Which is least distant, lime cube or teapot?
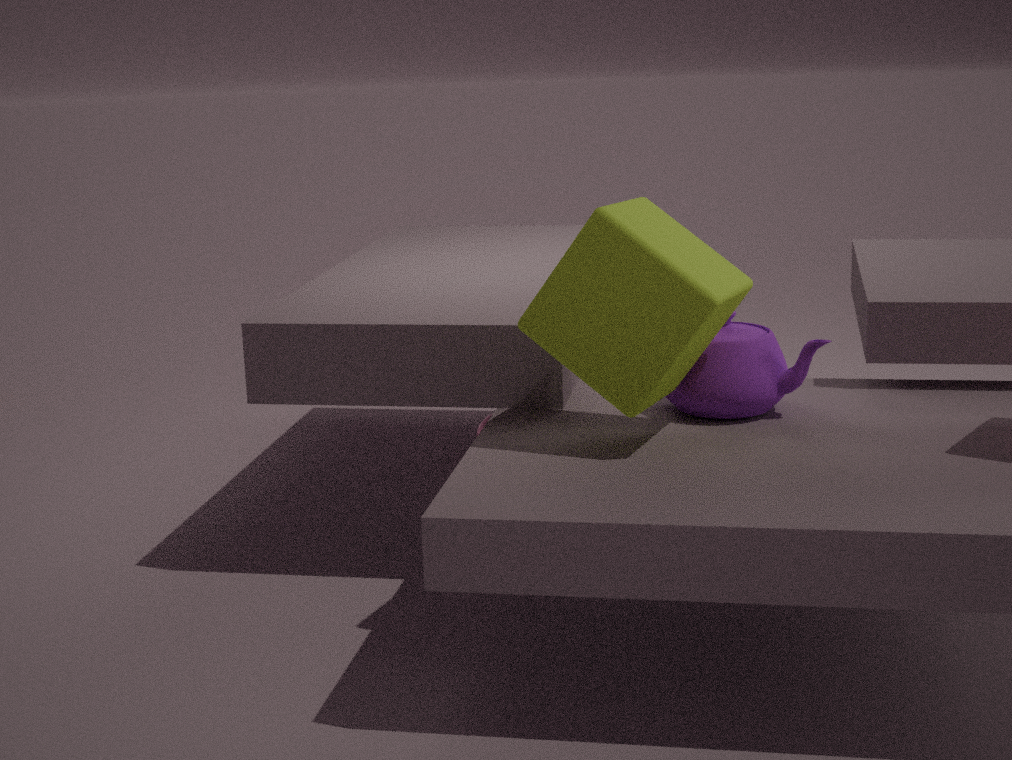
lime cube
